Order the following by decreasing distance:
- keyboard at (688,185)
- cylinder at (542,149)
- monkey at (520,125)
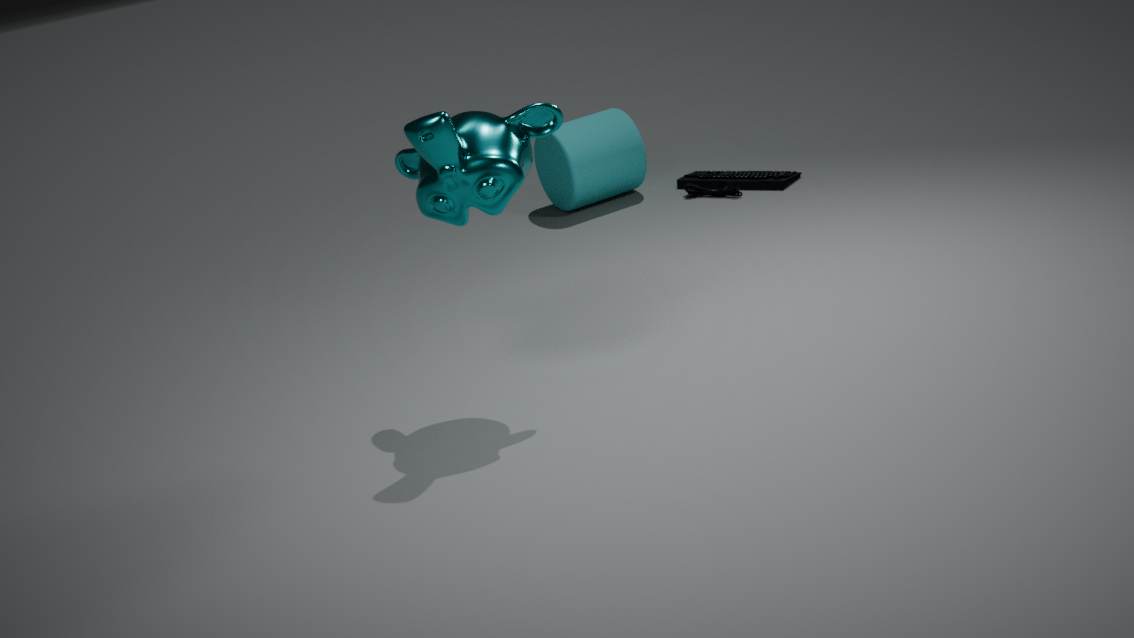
cylinder at (542,149), keyboard at (688,185), monkey at (520,125)
